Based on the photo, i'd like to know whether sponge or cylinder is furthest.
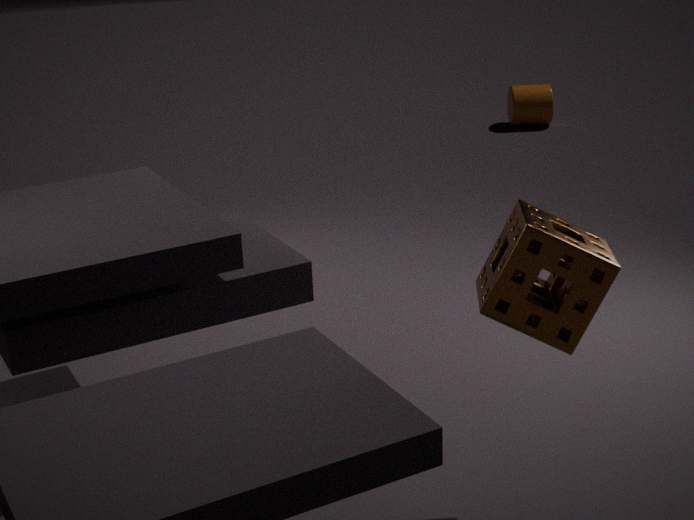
cylinder
